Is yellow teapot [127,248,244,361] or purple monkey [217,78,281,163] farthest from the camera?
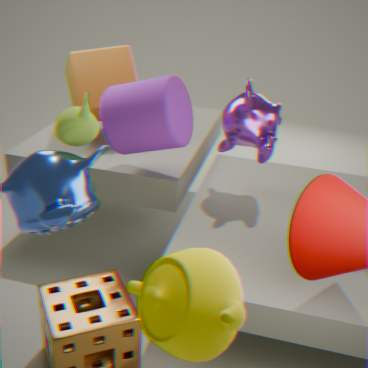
purple monkey [217,78,281,163]
